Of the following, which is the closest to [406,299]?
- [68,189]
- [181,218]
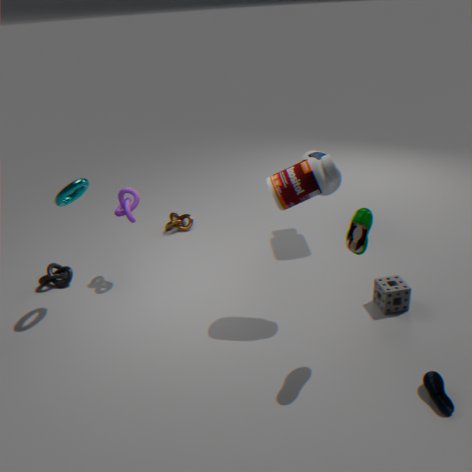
[181,218]
